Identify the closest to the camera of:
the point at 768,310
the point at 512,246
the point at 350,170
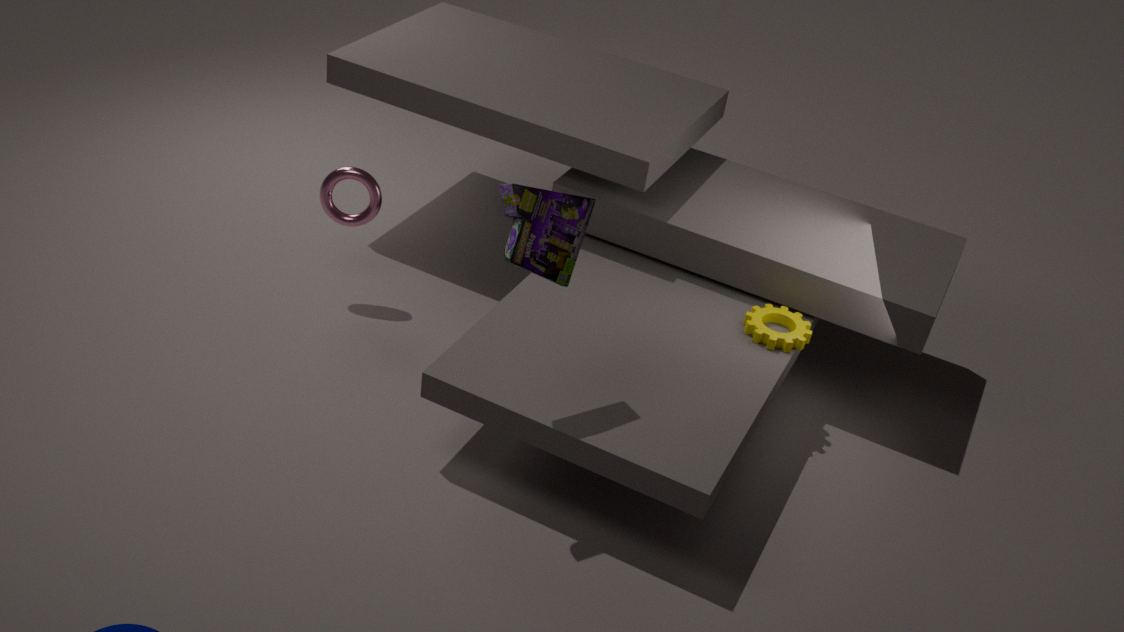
the point at 512,246
